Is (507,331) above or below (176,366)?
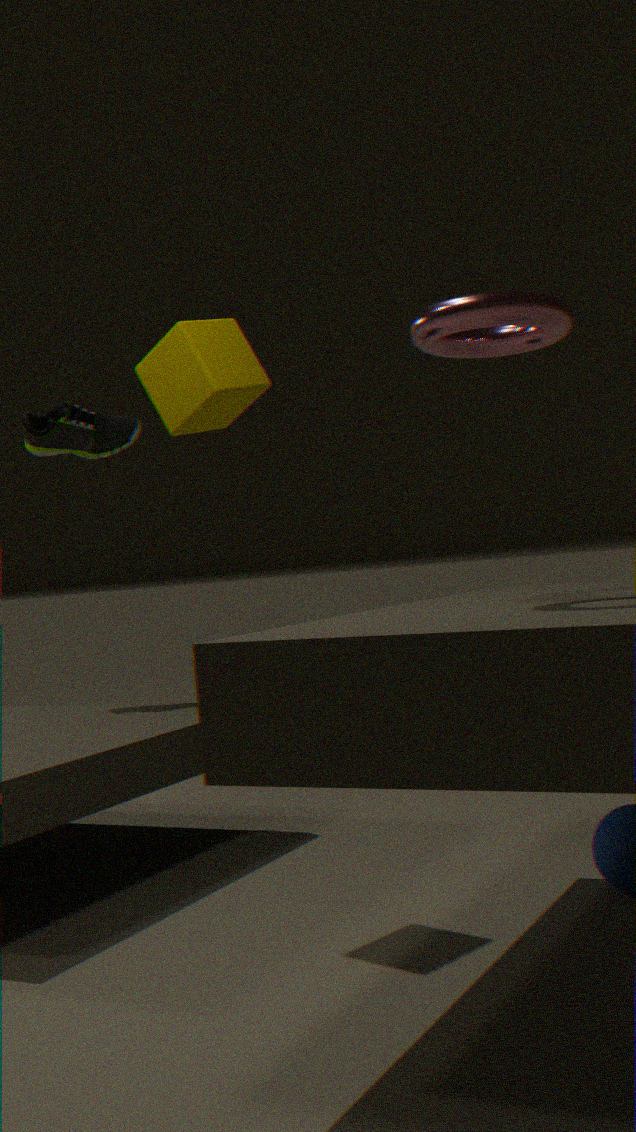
below
